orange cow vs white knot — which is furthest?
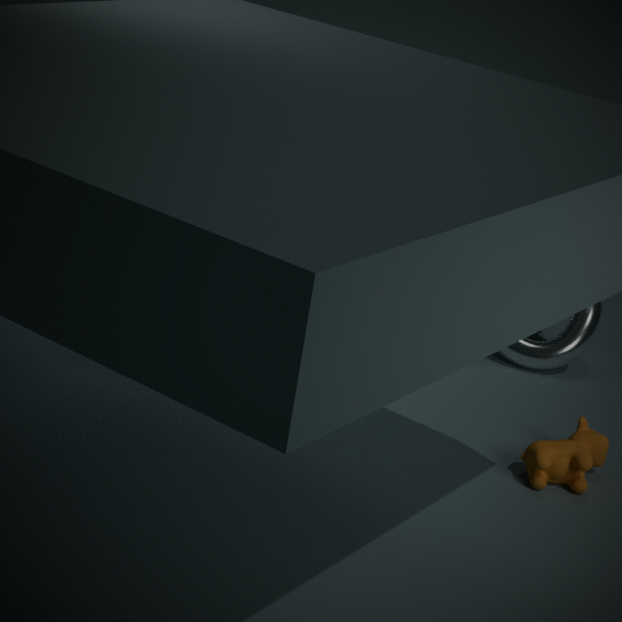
white knot
